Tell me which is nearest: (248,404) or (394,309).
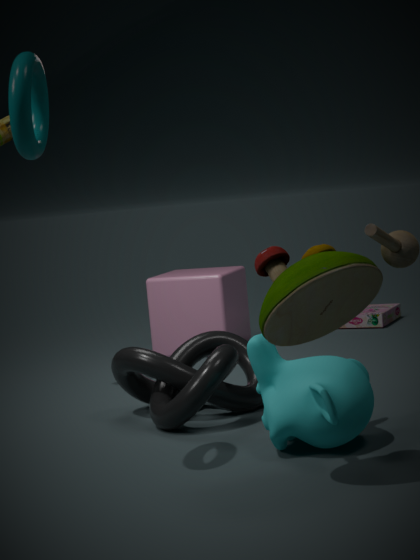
(248,404)
